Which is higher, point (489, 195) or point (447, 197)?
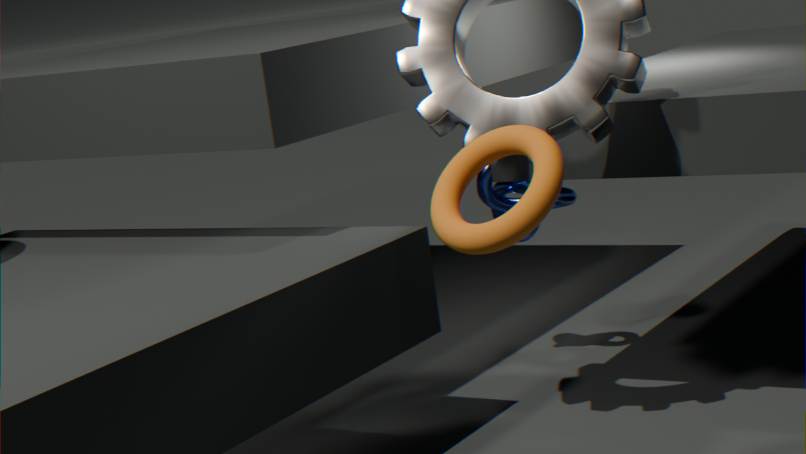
point (447, 197)
